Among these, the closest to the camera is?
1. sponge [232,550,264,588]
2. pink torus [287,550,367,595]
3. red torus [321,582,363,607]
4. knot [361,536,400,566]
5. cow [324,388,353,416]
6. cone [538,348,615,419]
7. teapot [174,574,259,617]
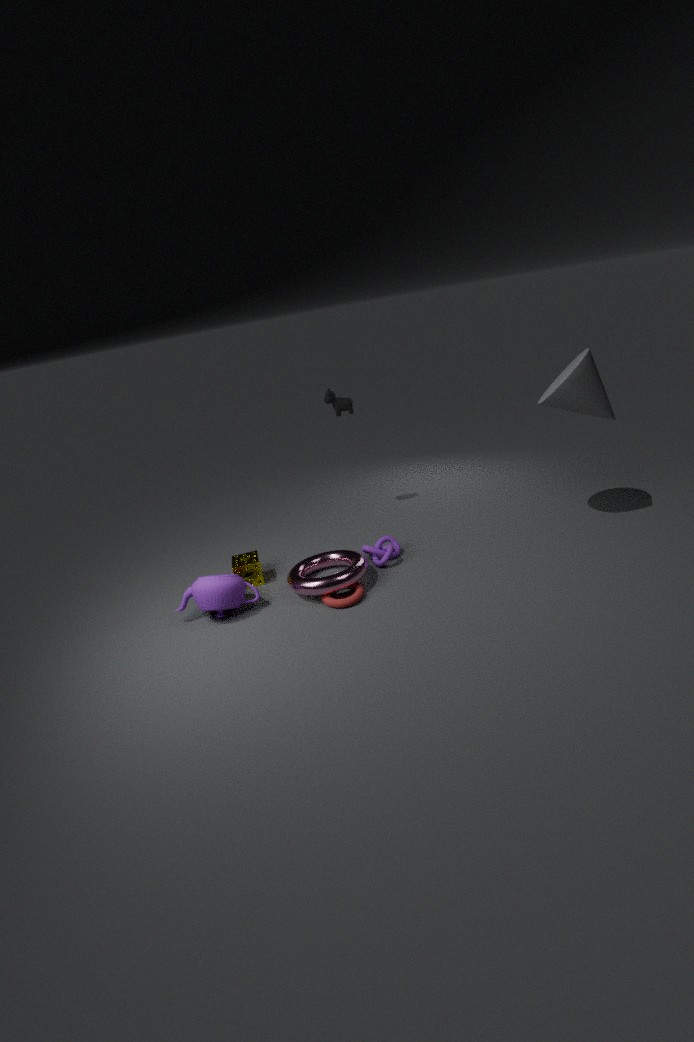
teapot [174,574,259,617]
